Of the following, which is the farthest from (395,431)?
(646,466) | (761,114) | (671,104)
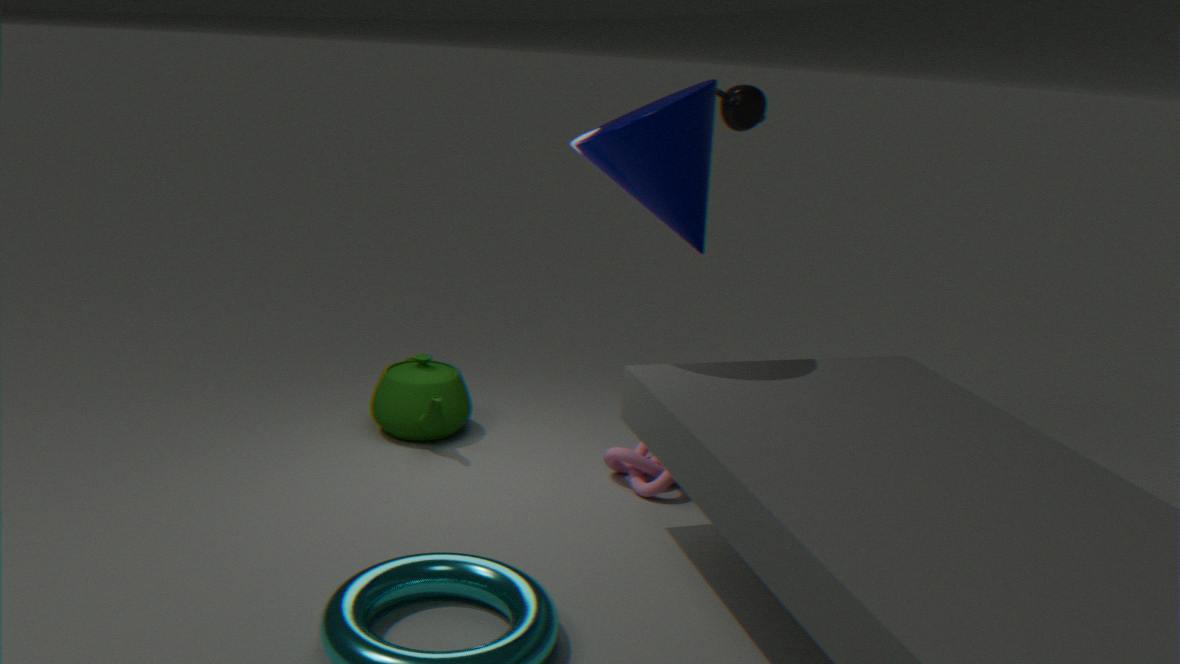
(761,114)
